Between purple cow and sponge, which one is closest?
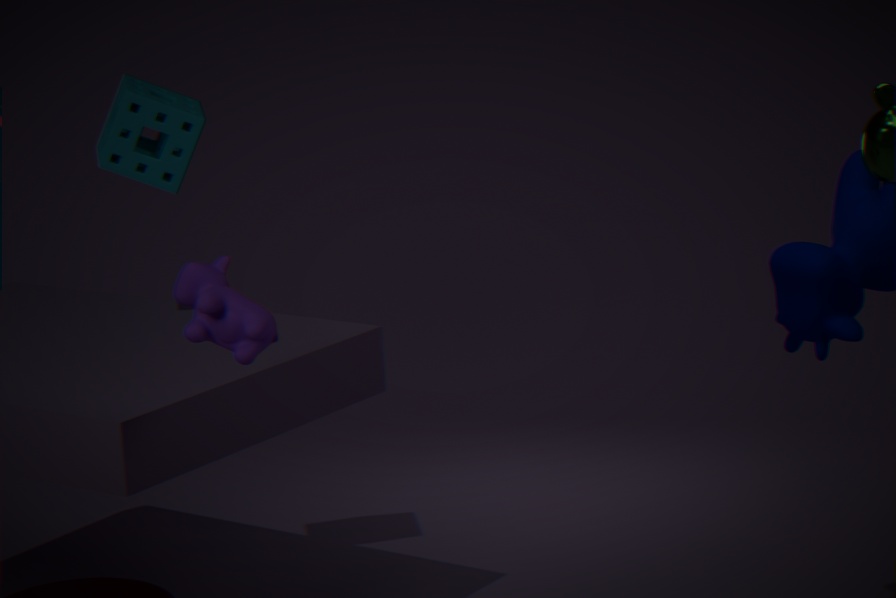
purple cow
